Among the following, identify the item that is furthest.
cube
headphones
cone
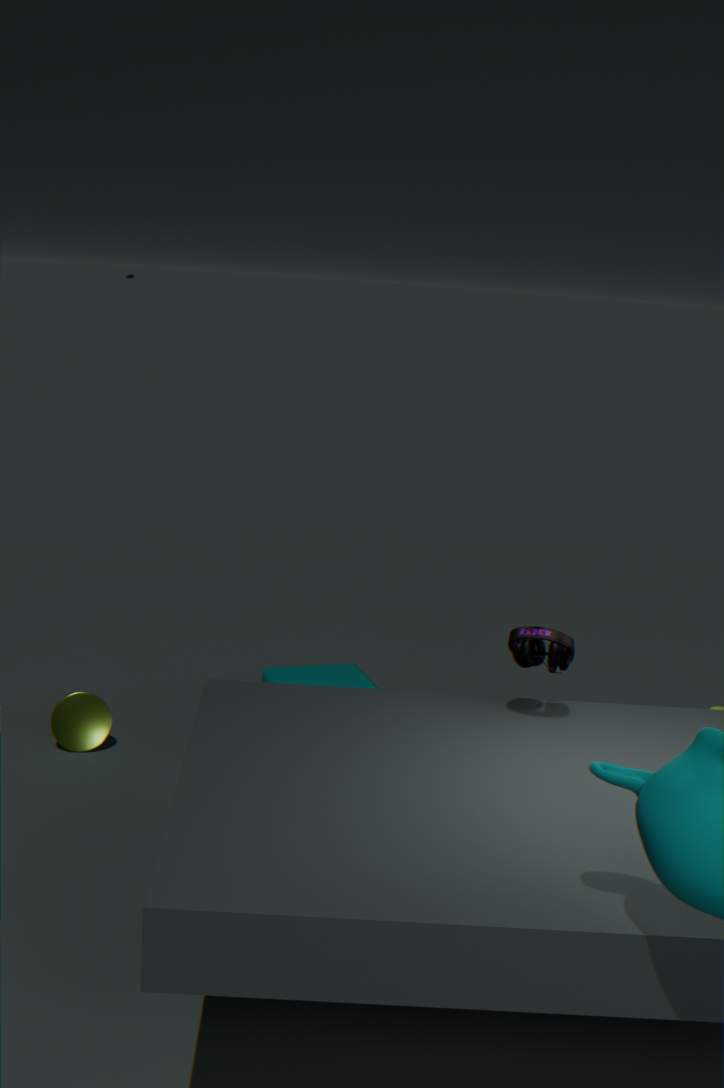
cone
